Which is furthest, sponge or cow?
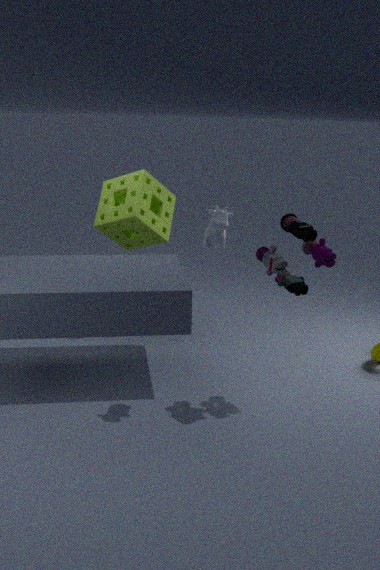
sponge
